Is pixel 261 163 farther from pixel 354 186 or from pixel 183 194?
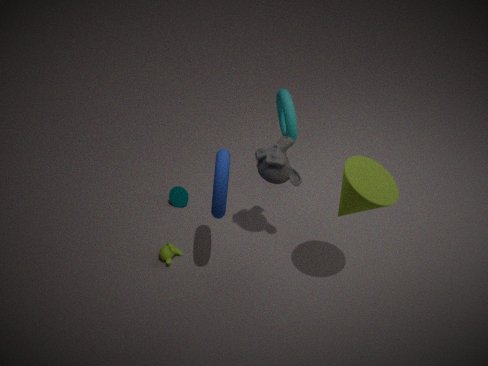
pixel 183 194
